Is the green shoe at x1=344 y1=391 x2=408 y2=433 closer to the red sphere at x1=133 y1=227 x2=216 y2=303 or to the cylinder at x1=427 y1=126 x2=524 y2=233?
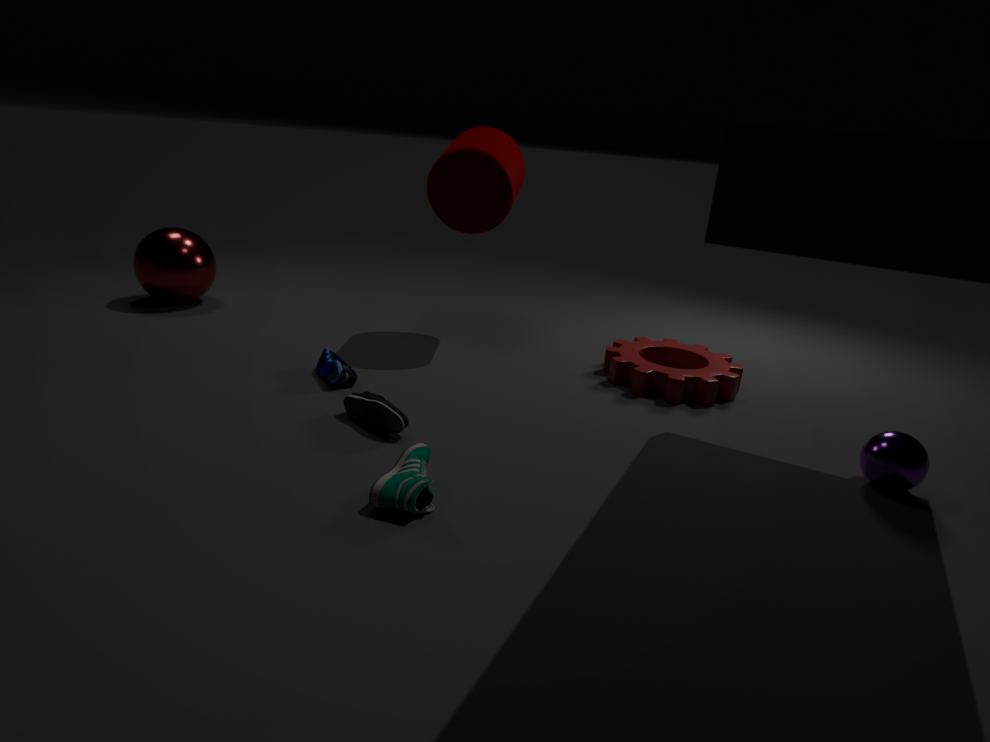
the cylinder at x1=427 y1=126 x2=524 y2=233
